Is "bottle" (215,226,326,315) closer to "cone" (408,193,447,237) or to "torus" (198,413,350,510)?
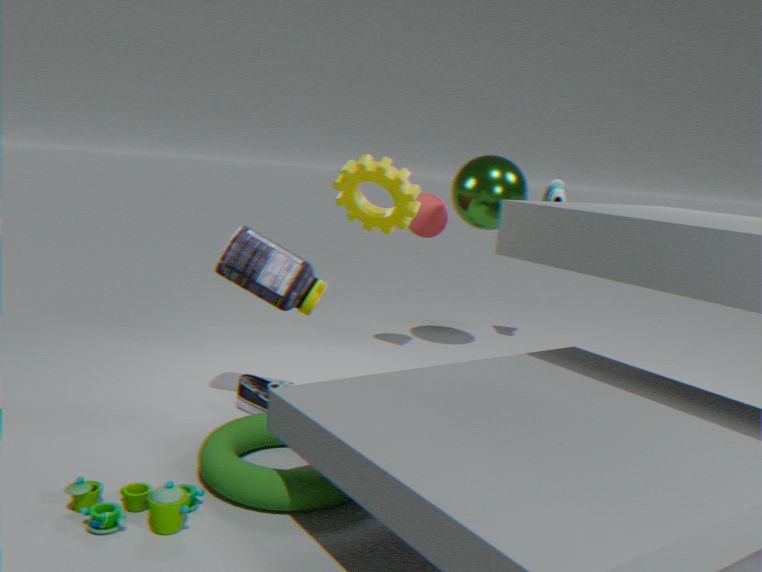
"torus" (198,413,350,510)
